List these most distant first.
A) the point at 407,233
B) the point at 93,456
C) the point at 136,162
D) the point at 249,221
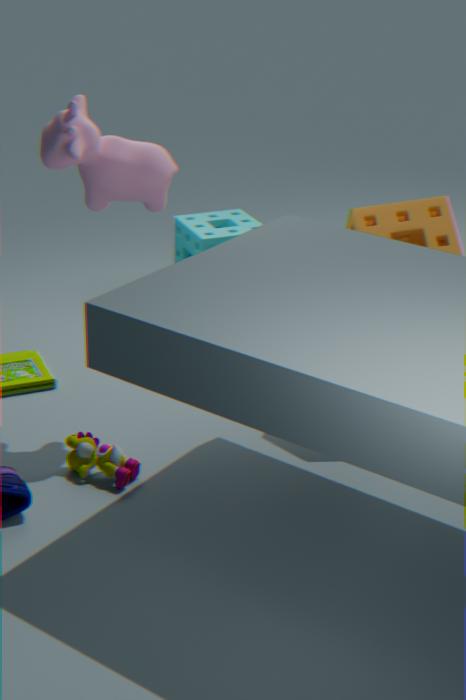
the point at 249,221 < the point at 407,233 < the point at 93,456 < the point at 136,162
